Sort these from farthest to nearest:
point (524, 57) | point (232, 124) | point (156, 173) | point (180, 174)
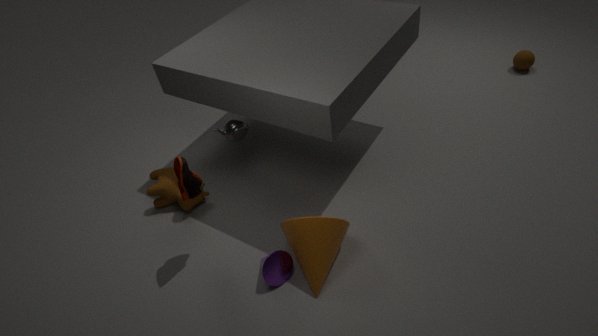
point (524, 57) < point (156, 173) < point (232, 124) < point (180, 174)
